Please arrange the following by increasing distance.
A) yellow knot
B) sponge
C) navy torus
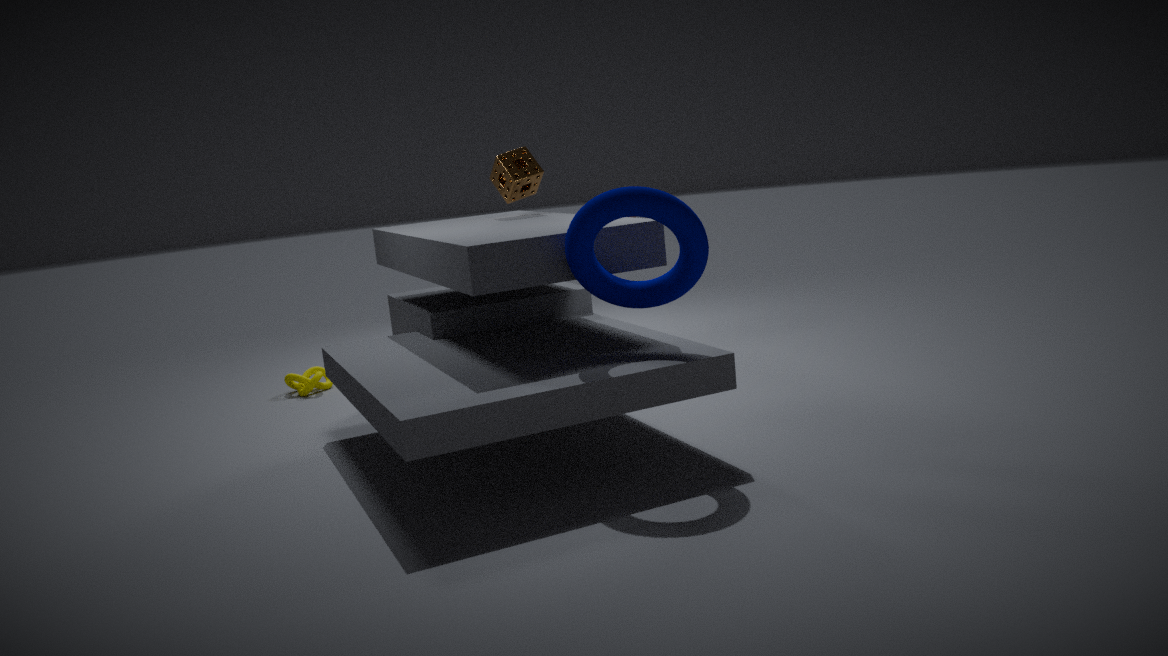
navy torus, sponge, yellow knot
